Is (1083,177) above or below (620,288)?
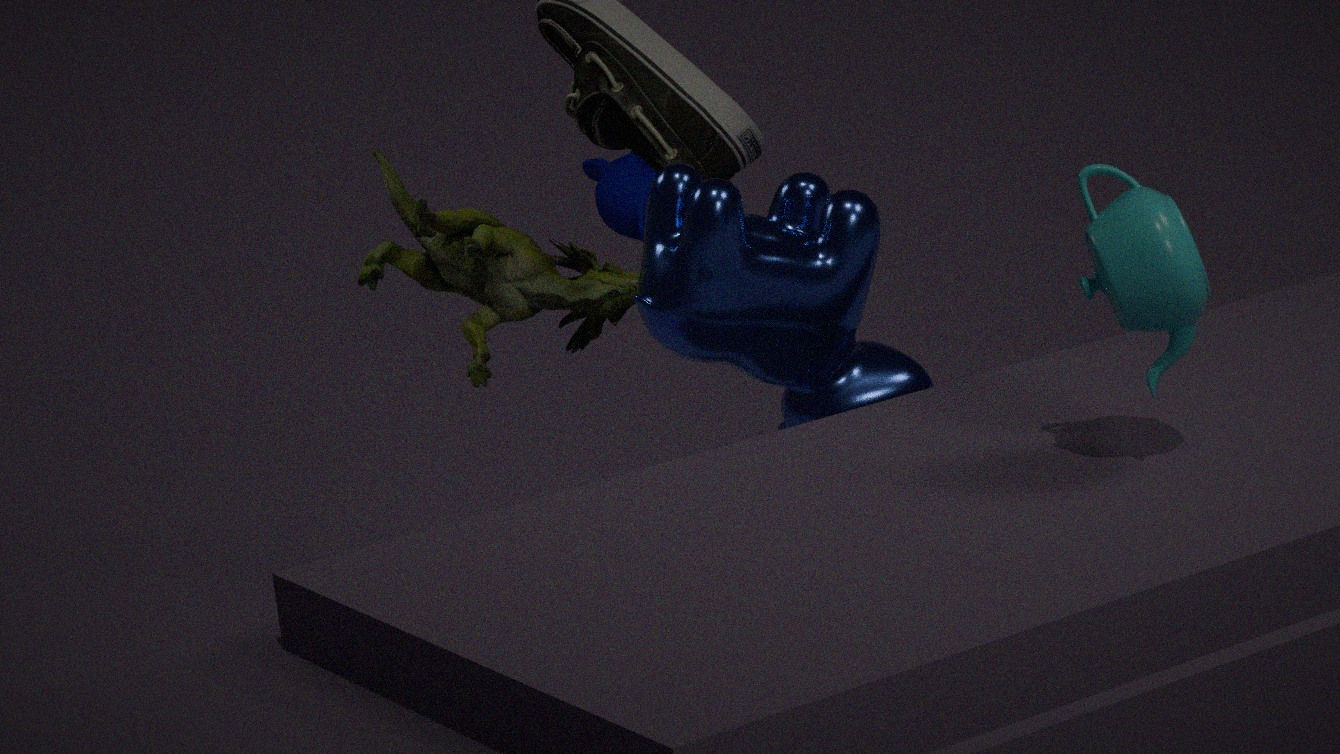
above
